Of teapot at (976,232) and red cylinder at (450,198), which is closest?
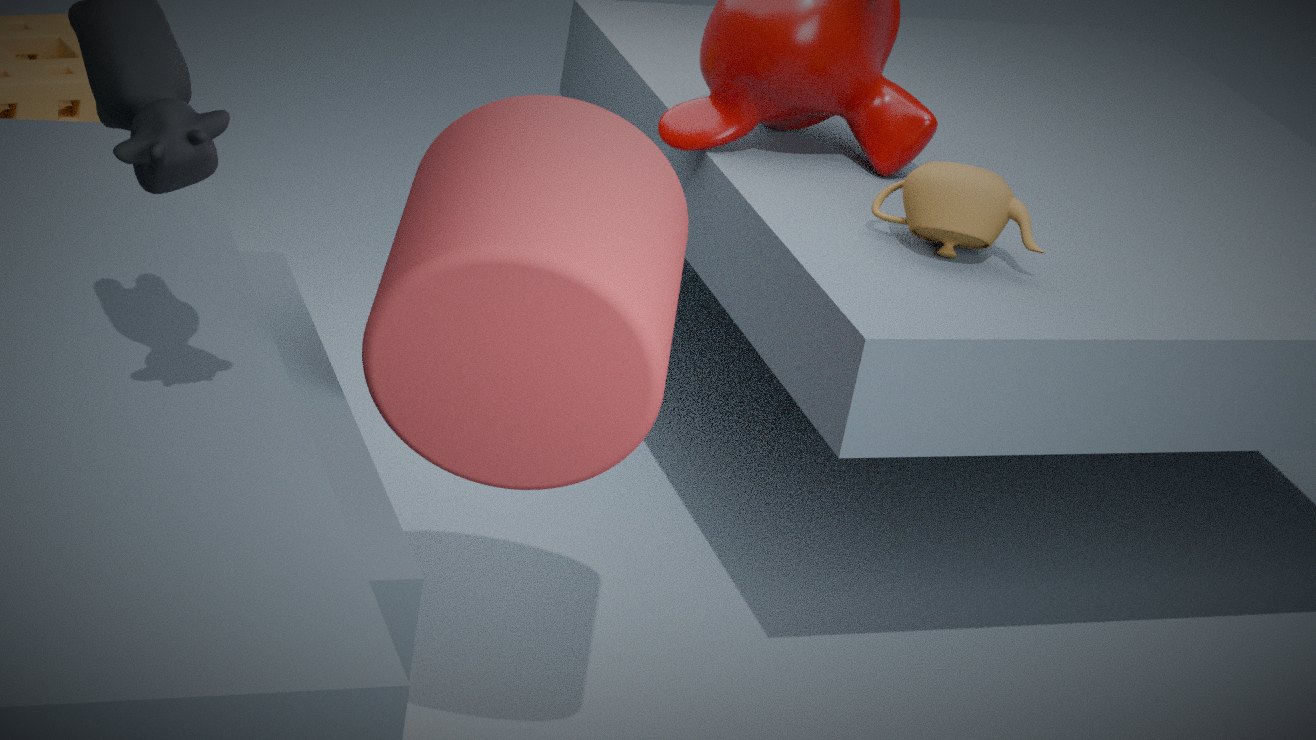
red cylinder at (450,198)
